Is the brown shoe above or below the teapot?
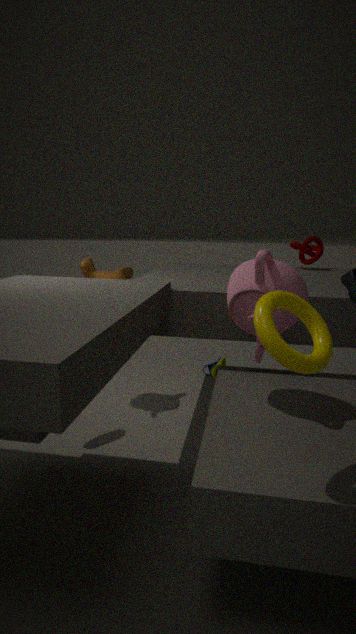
below
